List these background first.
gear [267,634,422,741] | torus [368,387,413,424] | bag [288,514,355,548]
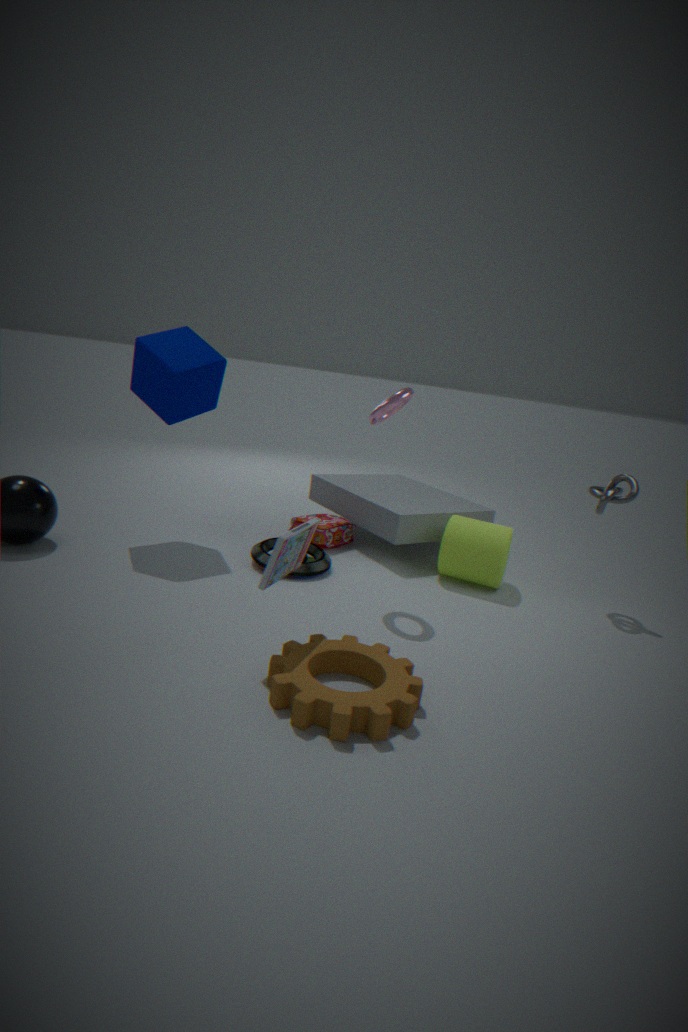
bag [288,514,355,548], torus [368,387,413,424], gear [267,634,422,741]
